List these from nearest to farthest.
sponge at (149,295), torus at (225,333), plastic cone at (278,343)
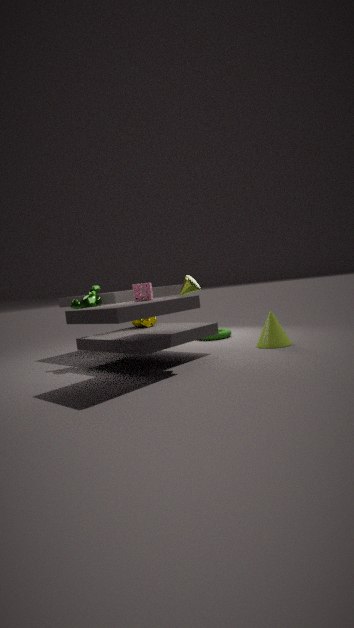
sponge at (149,295) → plastic cone at (278,343) → torus at (225,333)
